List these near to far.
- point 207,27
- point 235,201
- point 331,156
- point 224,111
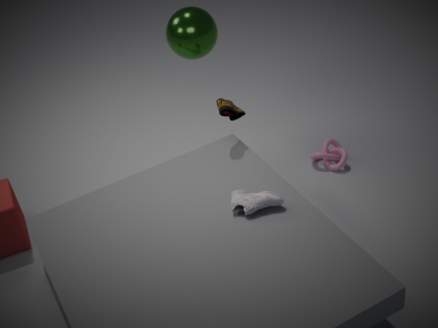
point 235,201 < point 224,111 < point 207,27 < point 331,156
